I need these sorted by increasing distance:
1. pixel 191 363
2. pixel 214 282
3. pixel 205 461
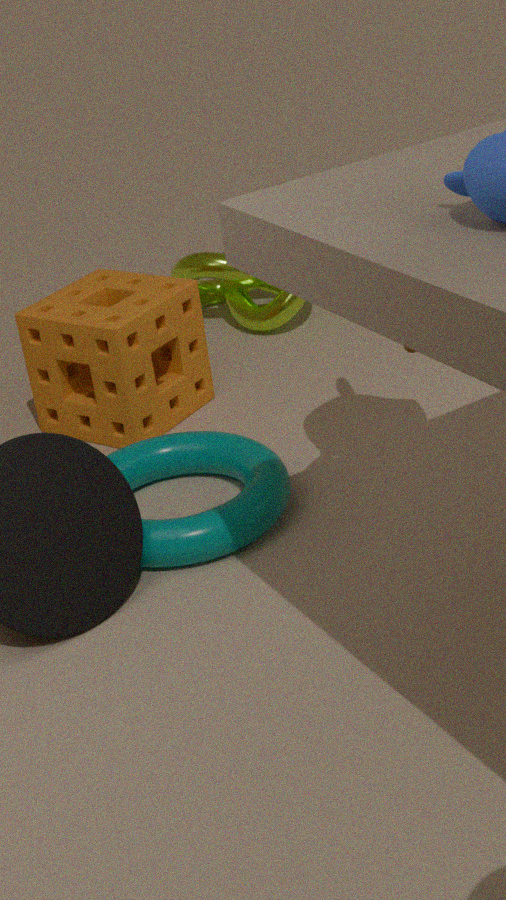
pixel 205 461 → pixel 191 363 → pixel 214 282
